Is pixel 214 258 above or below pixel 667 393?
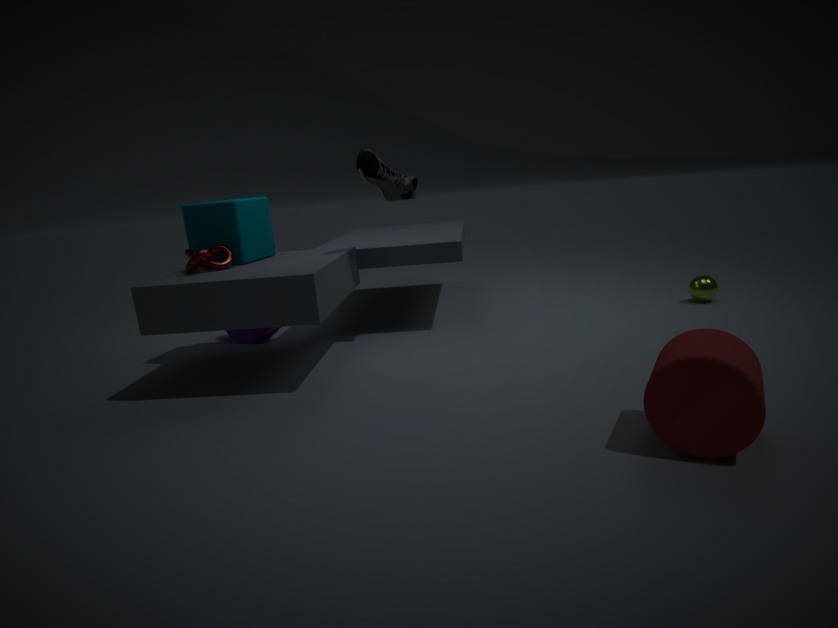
above
